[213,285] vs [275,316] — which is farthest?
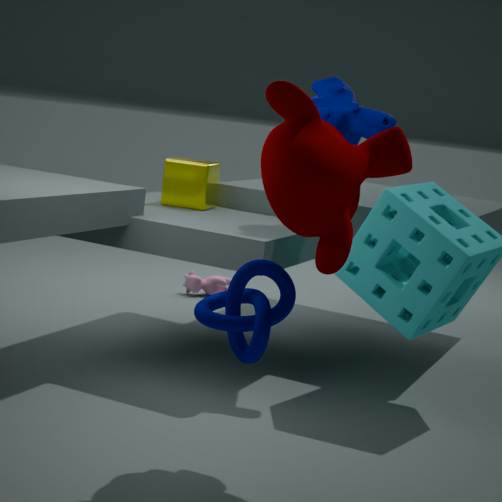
[213,285]
